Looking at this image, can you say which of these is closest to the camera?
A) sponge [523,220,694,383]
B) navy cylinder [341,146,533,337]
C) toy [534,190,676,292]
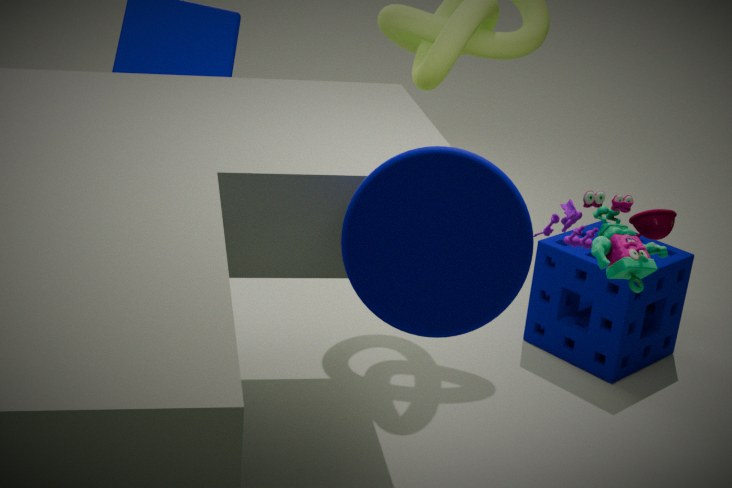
B. navy cylinder [341,146,533,337]
